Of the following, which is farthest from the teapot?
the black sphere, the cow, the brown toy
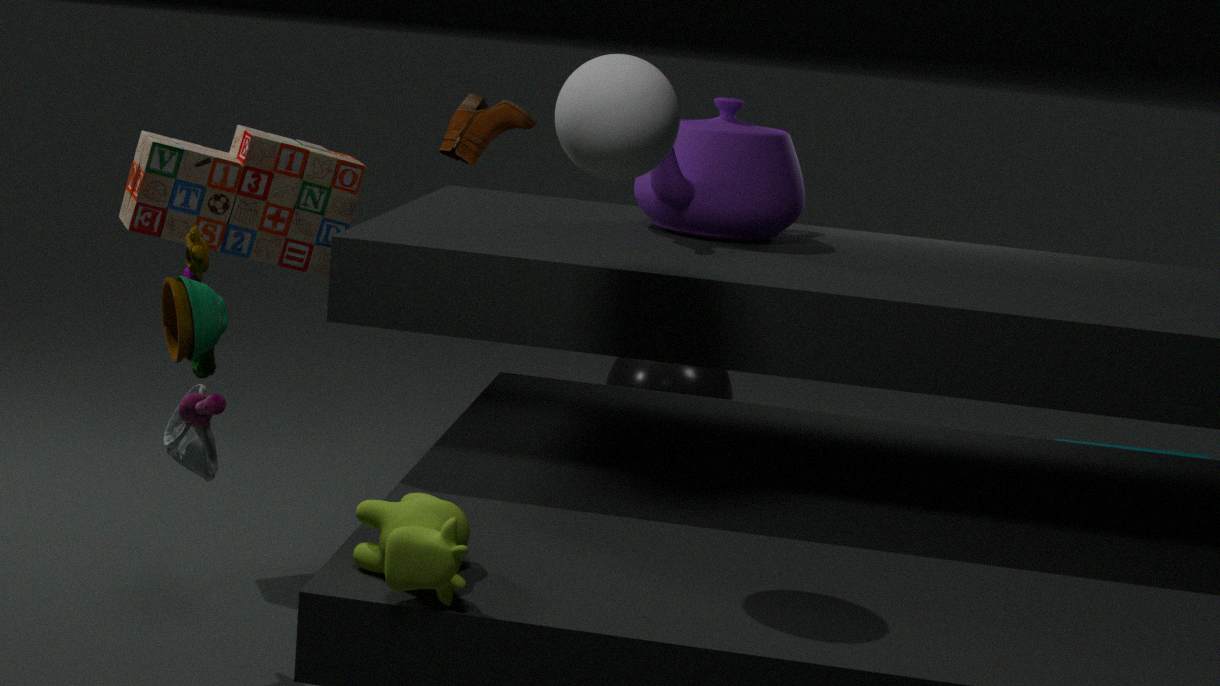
the black sphere
